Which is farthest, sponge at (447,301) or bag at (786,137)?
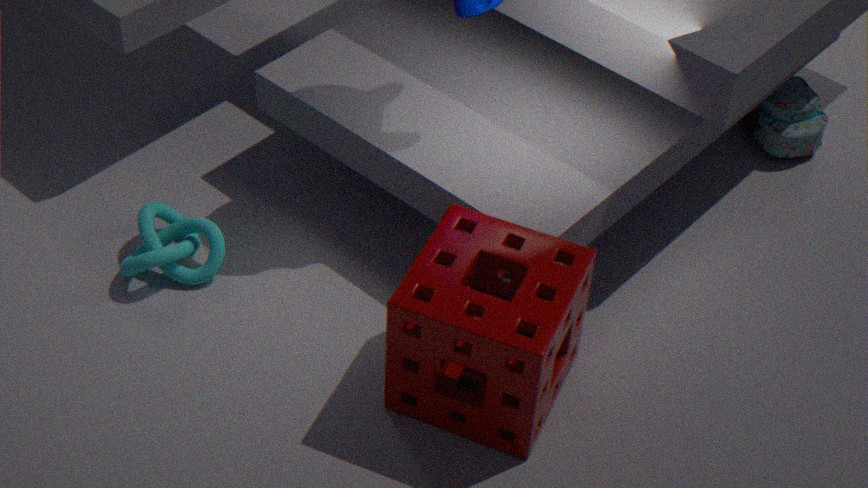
bag at (786,137)
